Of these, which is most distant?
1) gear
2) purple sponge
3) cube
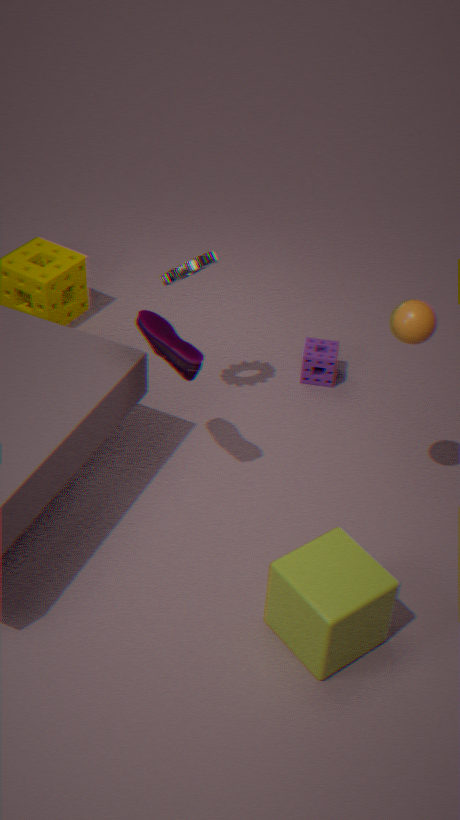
2. purple sponge
